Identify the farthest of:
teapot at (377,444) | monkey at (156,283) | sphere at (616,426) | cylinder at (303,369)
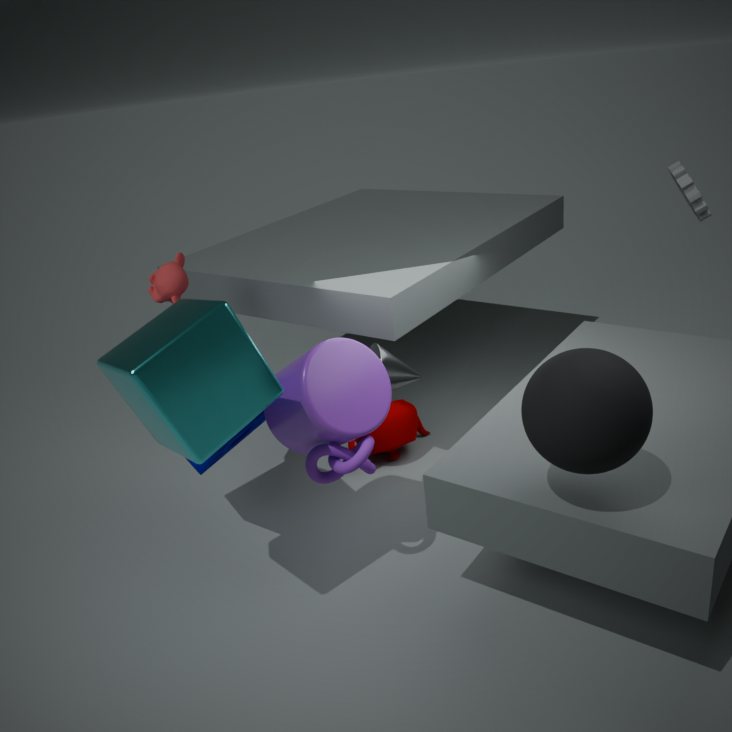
teapot at (377,444)
